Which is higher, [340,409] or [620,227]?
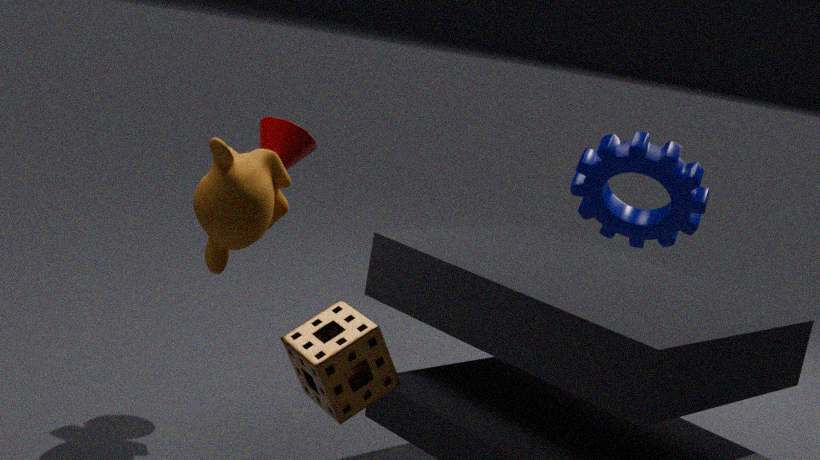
[620,227]
